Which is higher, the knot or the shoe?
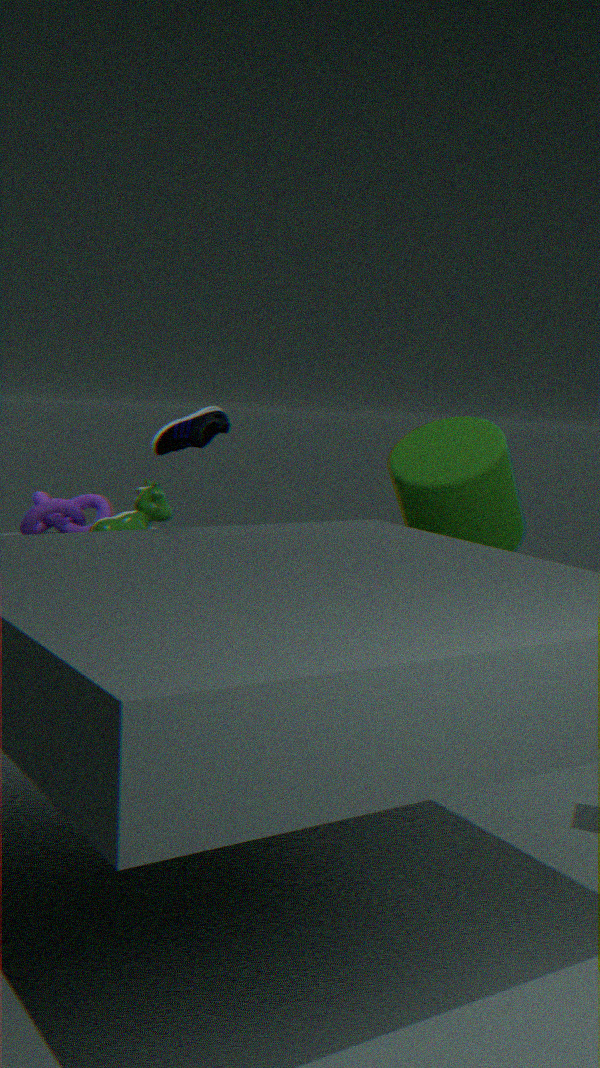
the shoe
